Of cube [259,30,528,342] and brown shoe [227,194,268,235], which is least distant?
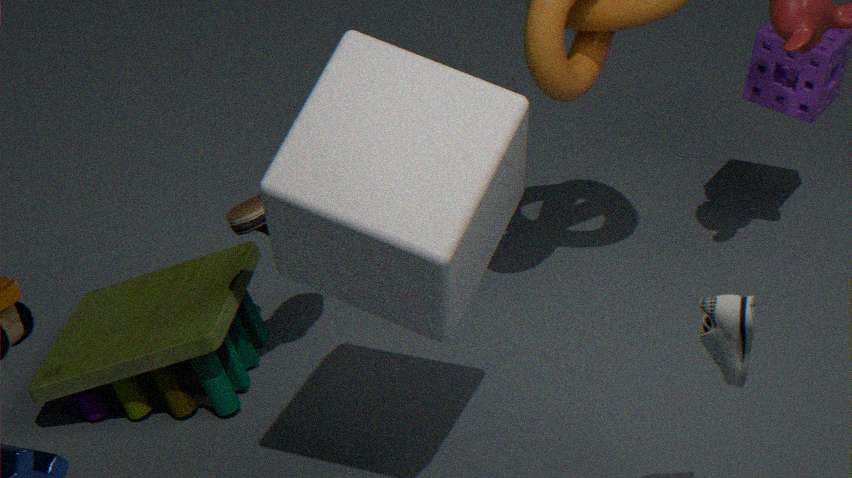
cube [259,30,528,342]
